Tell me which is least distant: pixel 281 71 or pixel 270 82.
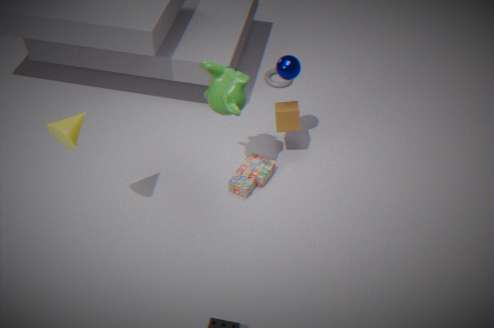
pixel 281 71
